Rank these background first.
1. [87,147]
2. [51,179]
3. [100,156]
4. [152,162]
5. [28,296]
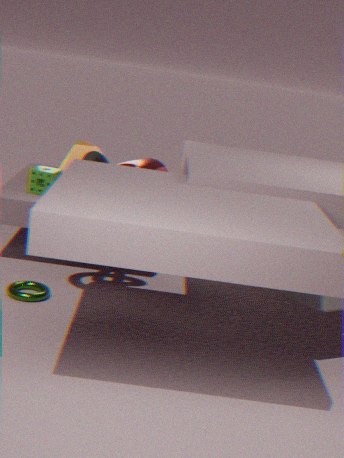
1. [87,147]
2. [152,162]
3. [51,179]
4. [100,156]
5. [28,296]
